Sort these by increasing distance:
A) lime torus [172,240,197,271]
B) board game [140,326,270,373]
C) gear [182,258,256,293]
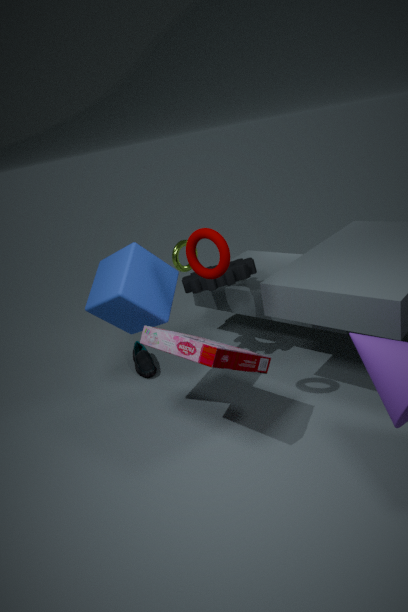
board game [140,326,270,373] < gear [182,258,256,293] < lime torus [172,240,197,271]
